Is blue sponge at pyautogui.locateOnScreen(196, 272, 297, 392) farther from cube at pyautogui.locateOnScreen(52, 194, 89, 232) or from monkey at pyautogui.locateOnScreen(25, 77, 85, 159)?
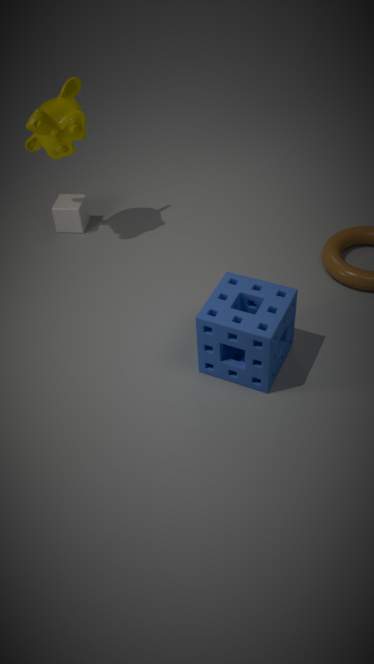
cube at pyautogui.locateOnScreen(52, 194, 89, 232)
